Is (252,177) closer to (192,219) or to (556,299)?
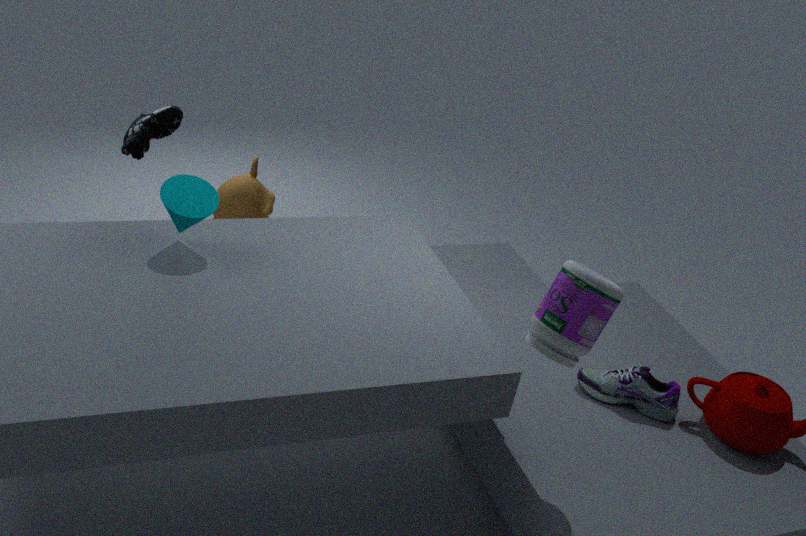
(192,219)
